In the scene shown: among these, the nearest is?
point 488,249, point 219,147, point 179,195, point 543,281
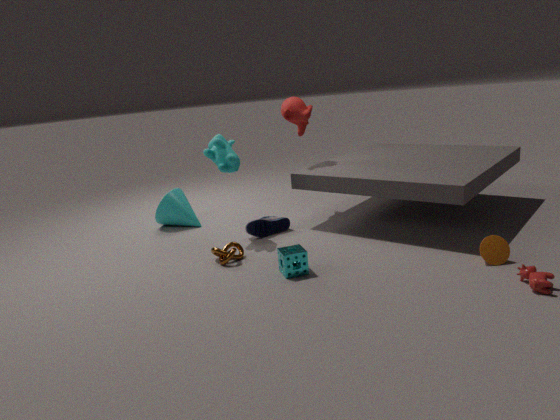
point 543,281
